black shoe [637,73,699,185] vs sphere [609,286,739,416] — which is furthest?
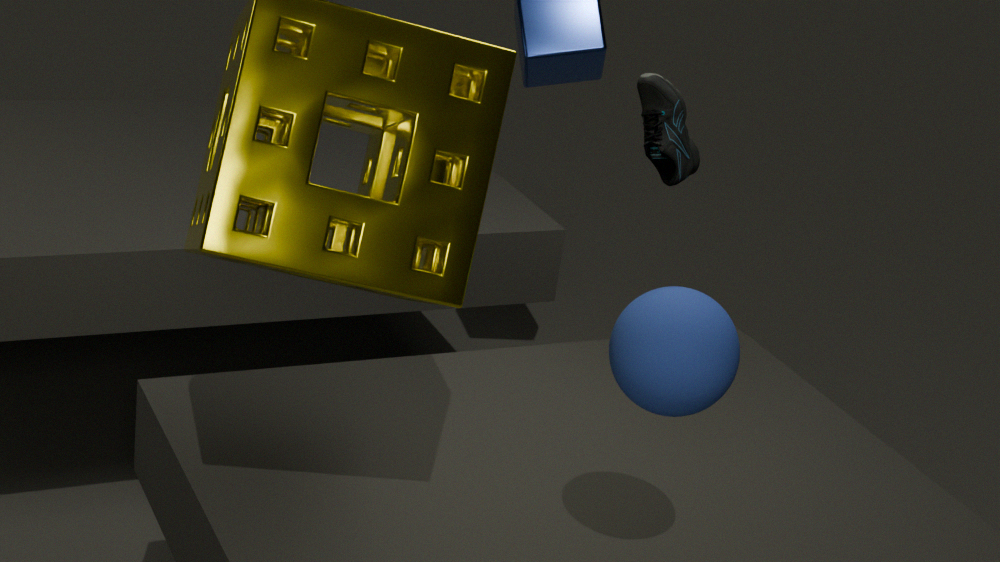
black shoe [637,73,699,185]
